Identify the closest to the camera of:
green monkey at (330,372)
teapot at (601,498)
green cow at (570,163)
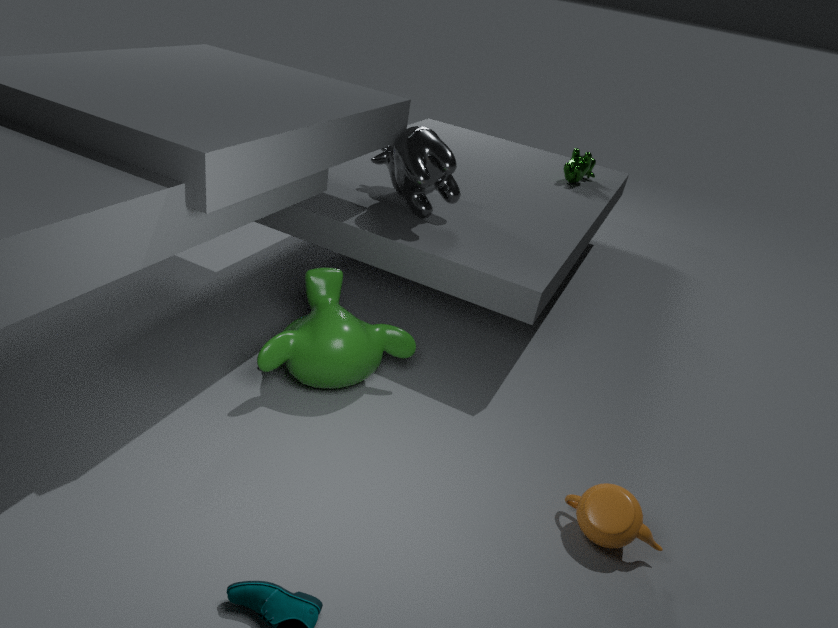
teapot at (601,498)
